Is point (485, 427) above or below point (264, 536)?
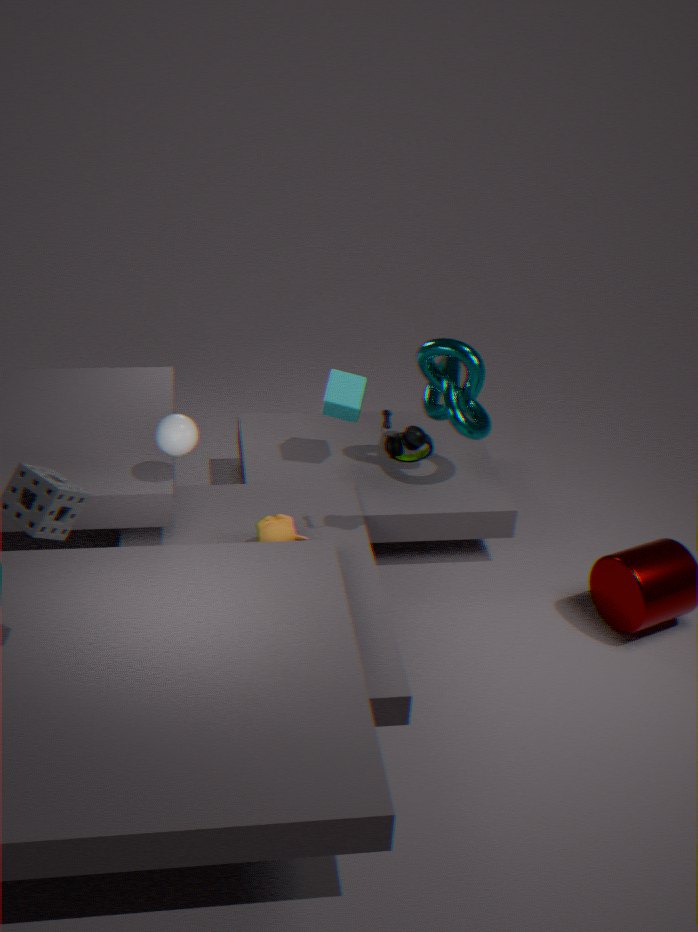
above
